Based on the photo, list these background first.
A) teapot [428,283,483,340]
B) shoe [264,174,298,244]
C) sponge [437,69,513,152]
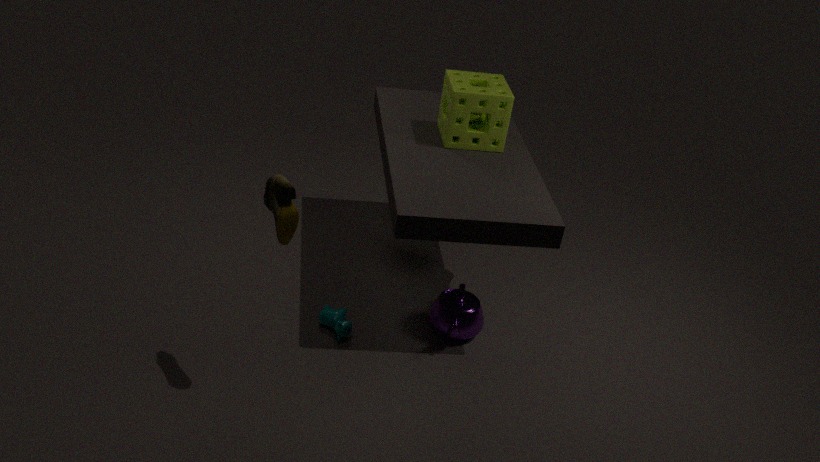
sponge [437,69,513,152] < teapot [428,283,483,340] < shoe [264,174,298,244]
